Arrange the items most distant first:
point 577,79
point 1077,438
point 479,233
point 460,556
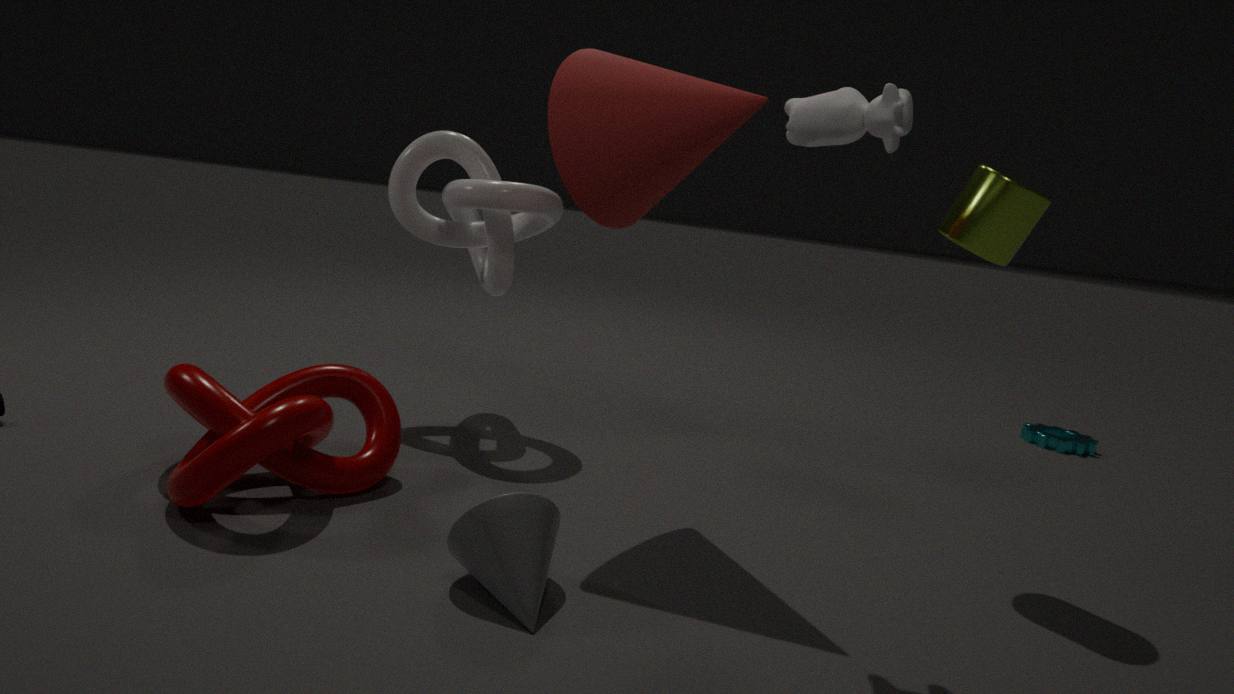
point 1077,438
point 479,233
point 577,79
point 460,556
